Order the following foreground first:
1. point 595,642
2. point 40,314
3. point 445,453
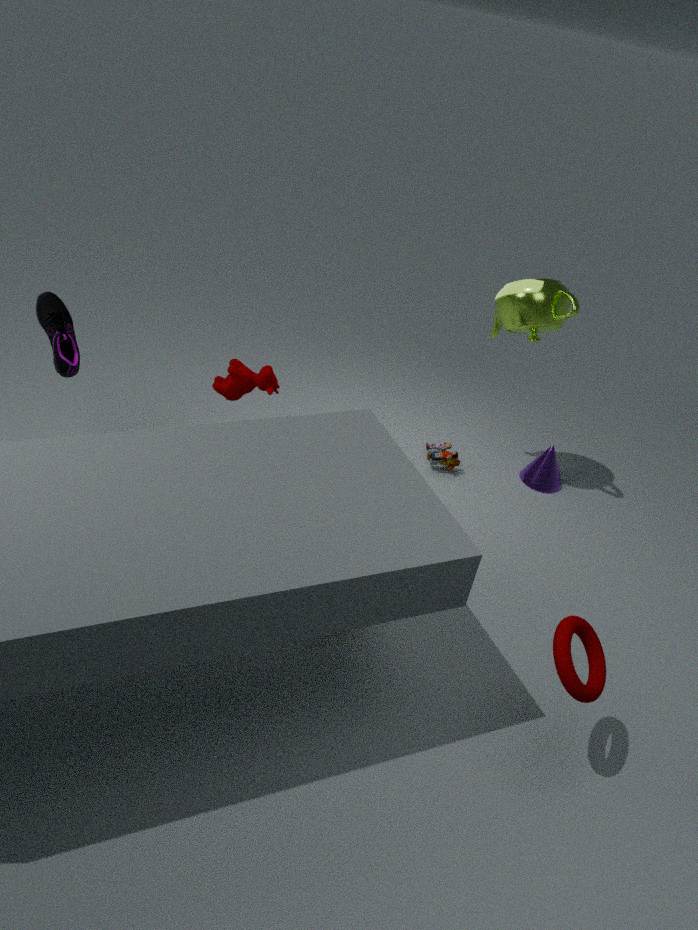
point 595,642 → point 40,314 → point 445,453
